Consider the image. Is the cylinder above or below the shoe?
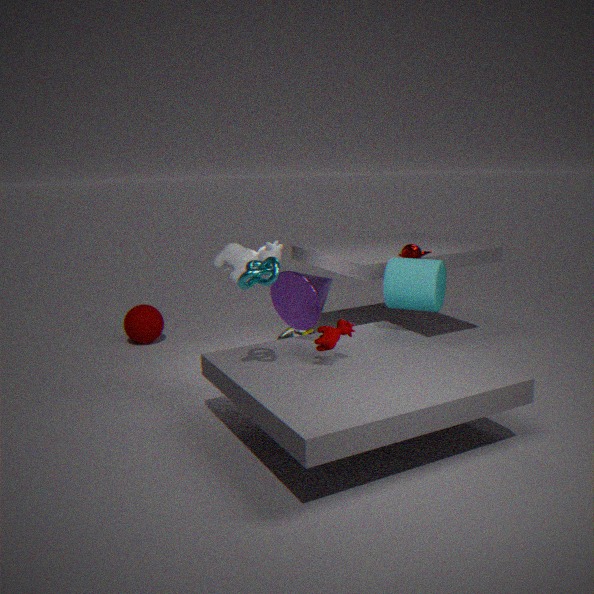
above
